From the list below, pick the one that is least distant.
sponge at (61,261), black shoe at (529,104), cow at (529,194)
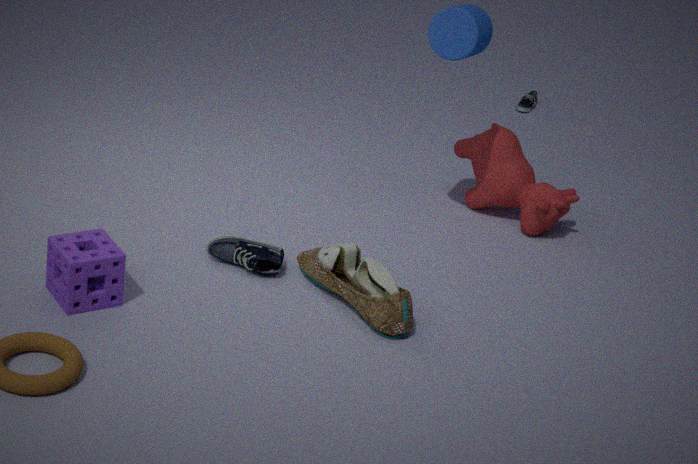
sponge at (61,261)
